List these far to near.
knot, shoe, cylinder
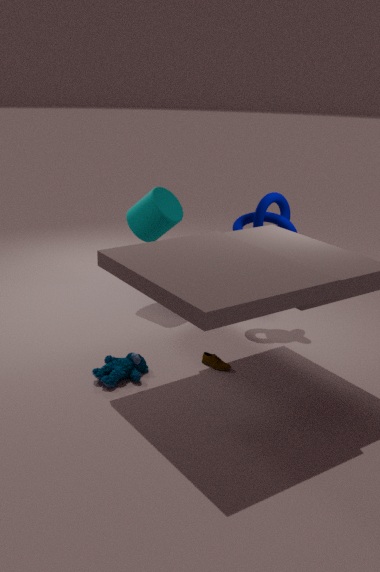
1. cylinder
2. knot
3. shoe
